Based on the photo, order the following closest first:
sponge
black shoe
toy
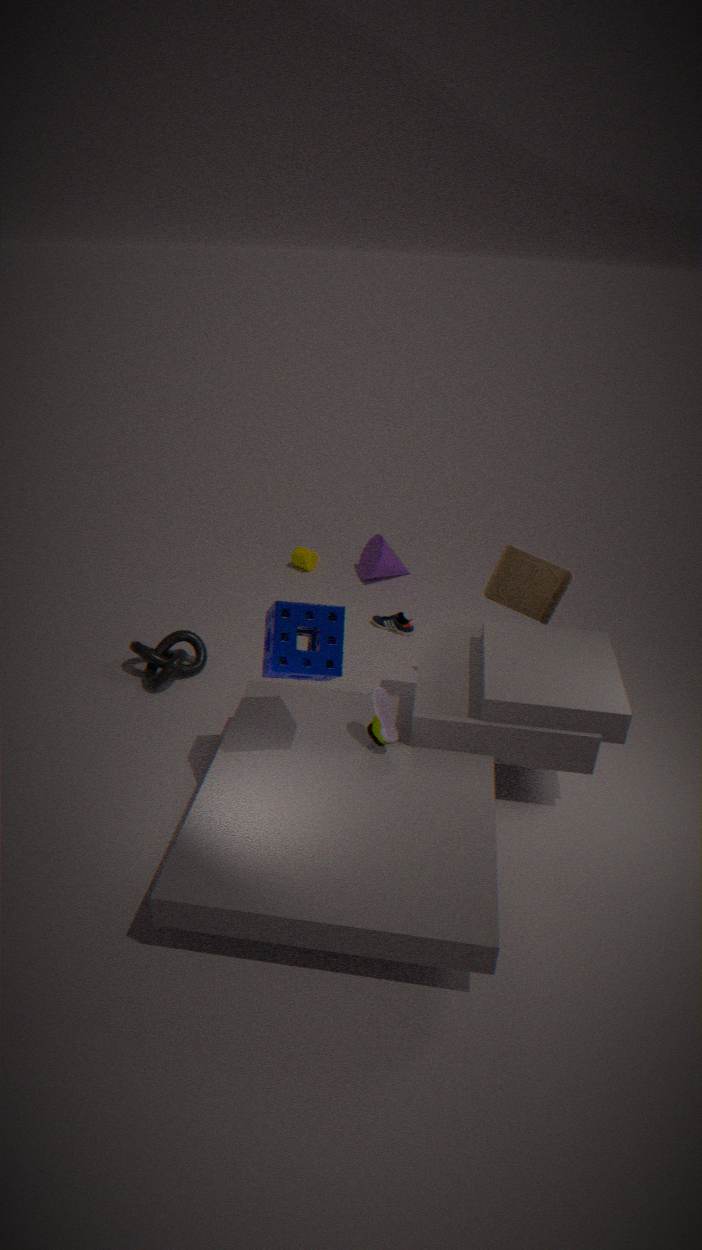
sponge
toy
black shoe
